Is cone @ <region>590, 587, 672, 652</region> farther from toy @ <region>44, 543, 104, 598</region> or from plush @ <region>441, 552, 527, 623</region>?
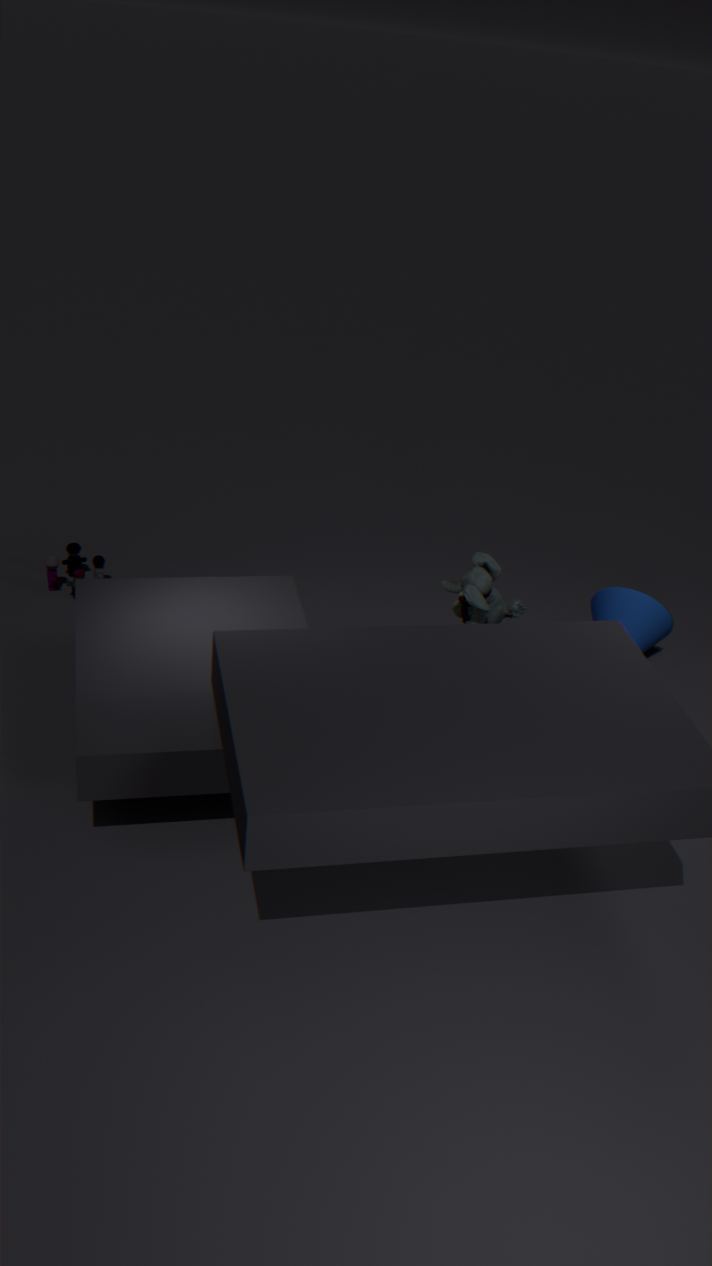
toy @ <region>44, 543, 104, 598</region>
